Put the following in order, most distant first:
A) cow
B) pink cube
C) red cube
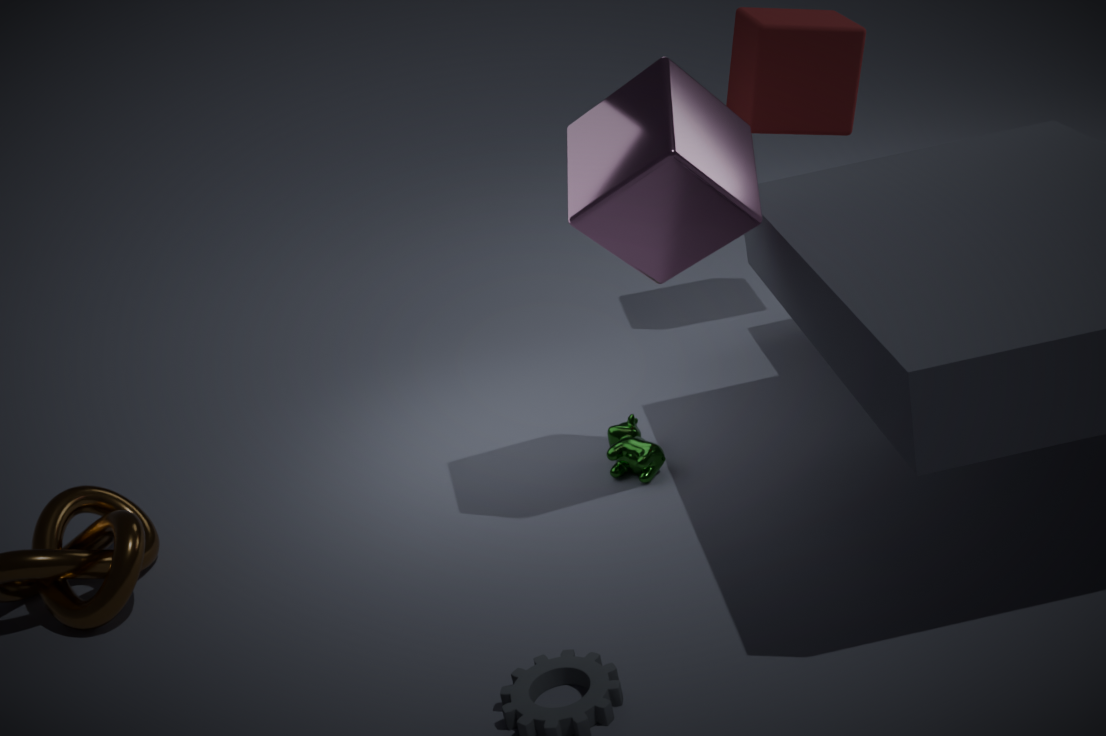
red cube, cow, pink cube
